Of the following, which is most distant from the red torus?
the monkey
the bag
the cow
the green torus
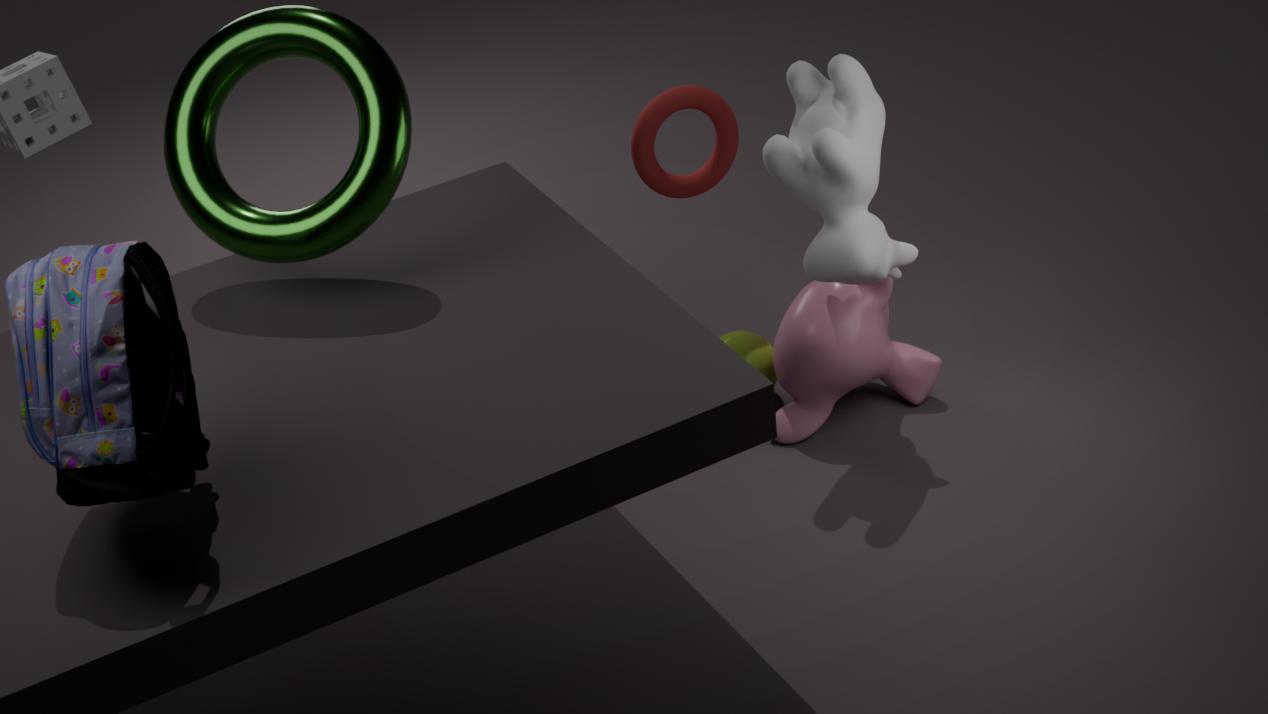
the bag
